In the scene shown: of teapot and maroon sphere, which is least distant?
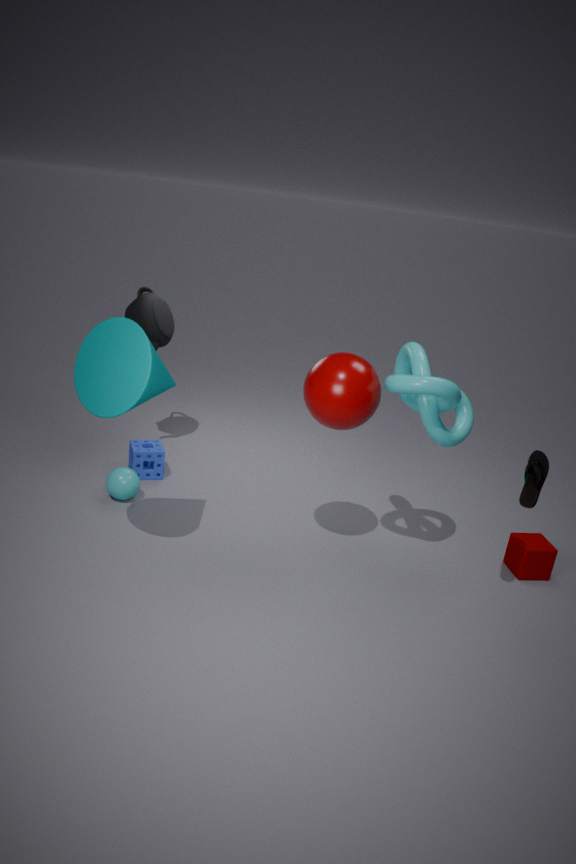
maroon sphere
